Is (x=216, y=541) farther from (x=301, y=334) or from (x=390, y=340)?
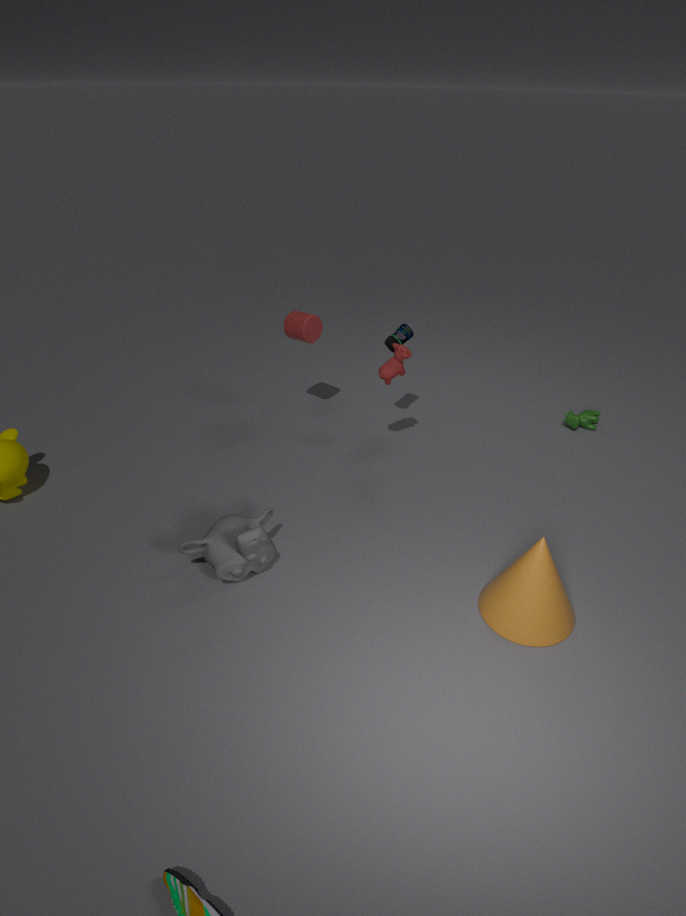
(x=390, y=340)
